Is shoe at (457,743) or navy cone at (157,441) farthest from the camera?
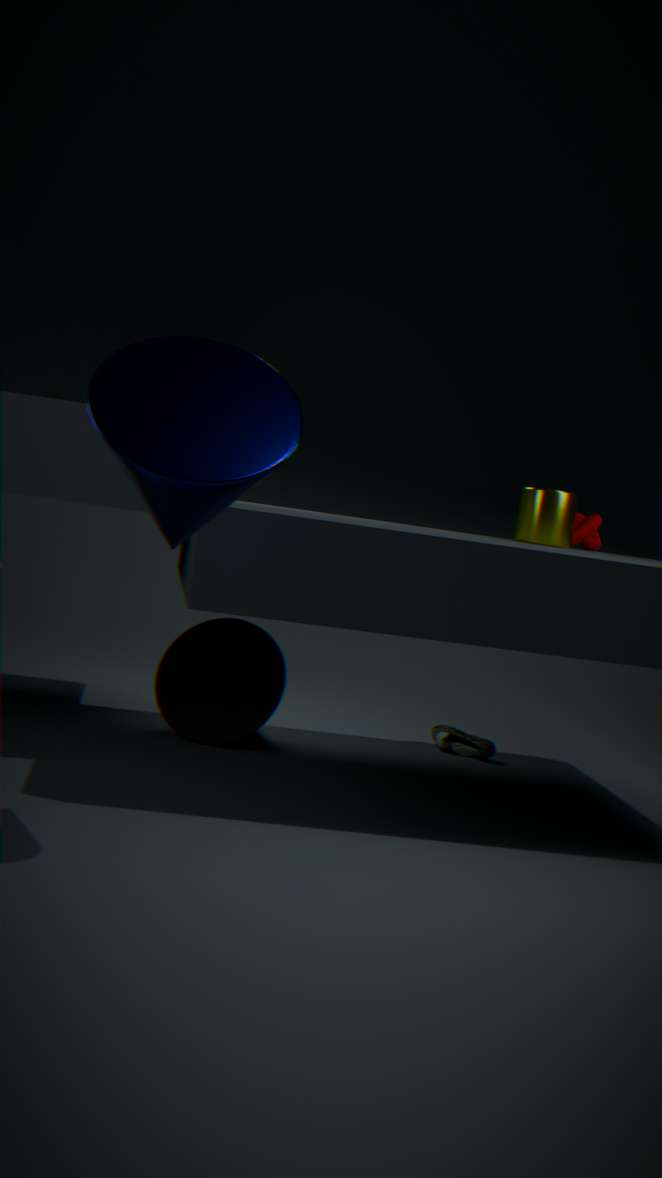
shoe at (457,743)
